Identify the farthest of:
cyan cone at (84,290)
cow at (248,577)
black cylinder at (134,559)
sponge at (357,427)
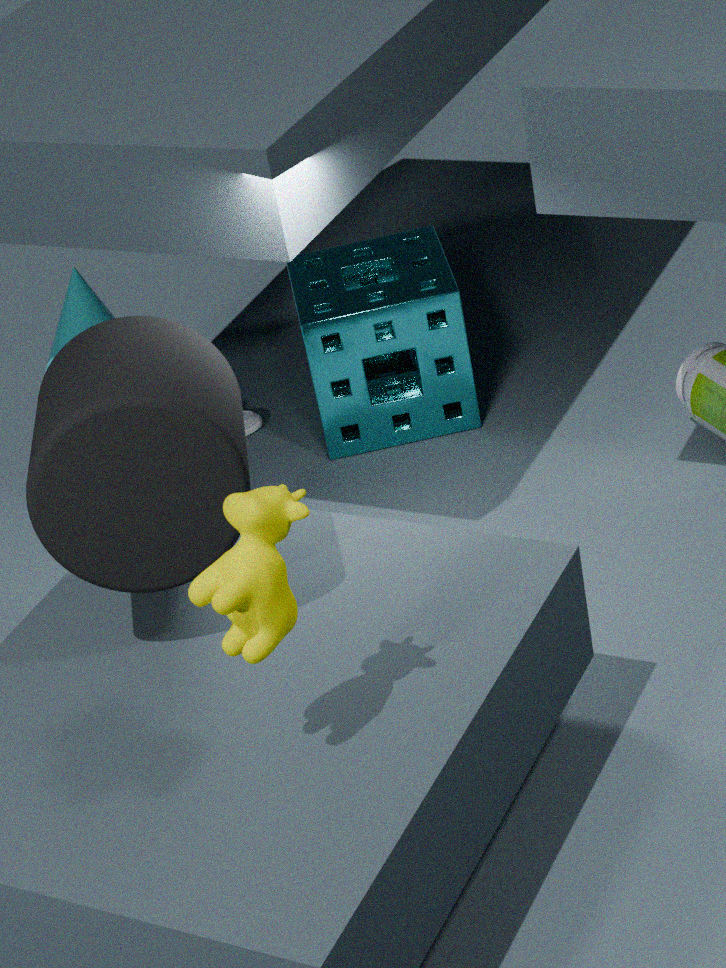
sponge at (357,427)
